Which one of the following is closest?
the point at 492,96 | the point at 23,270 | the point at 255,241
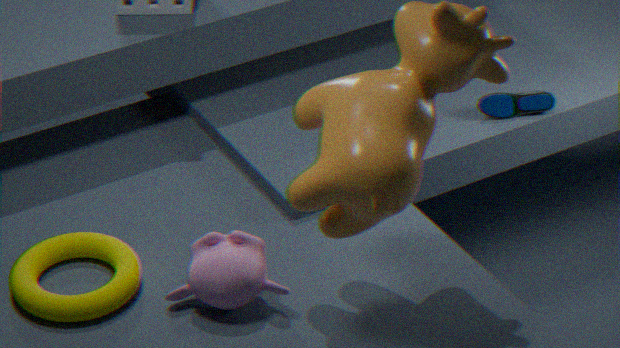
the point at 255,241
